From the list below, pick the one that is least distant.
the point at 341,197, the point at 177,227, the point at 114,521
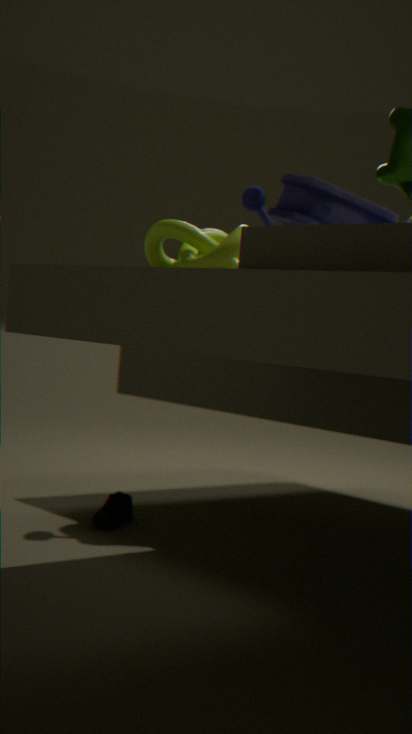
the point at 177,227
